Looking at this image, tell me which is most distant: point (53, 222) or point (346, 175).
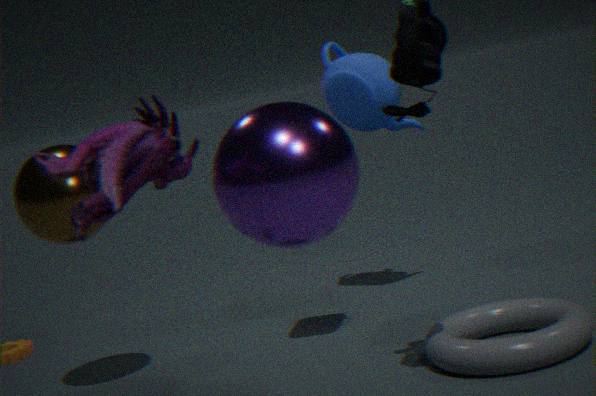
point (53, 222)
